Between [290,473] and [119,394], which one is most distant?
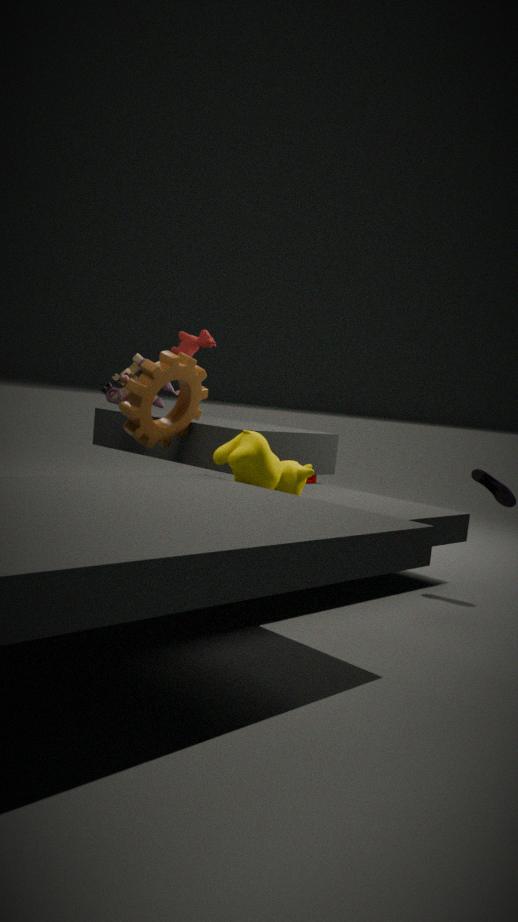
[119,394]
